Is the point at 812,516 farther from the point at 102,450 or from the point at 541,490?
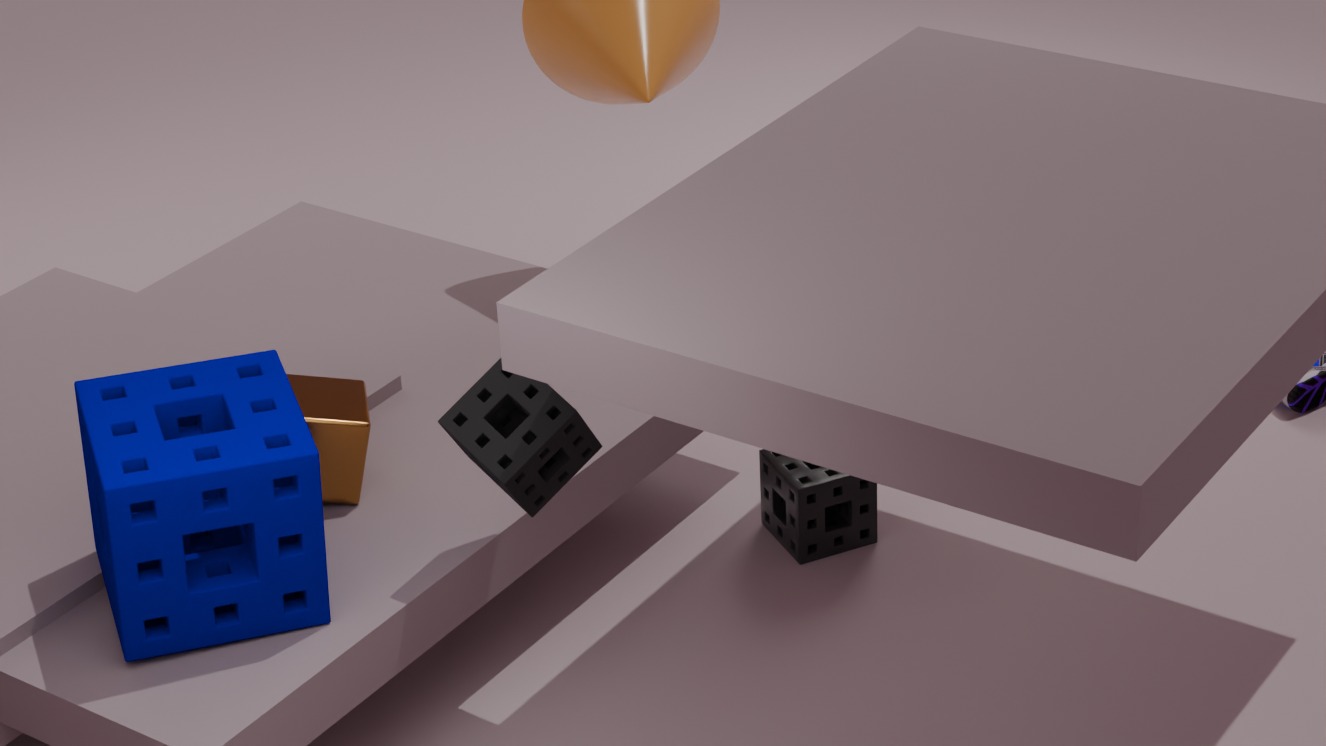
the point at 102,450
